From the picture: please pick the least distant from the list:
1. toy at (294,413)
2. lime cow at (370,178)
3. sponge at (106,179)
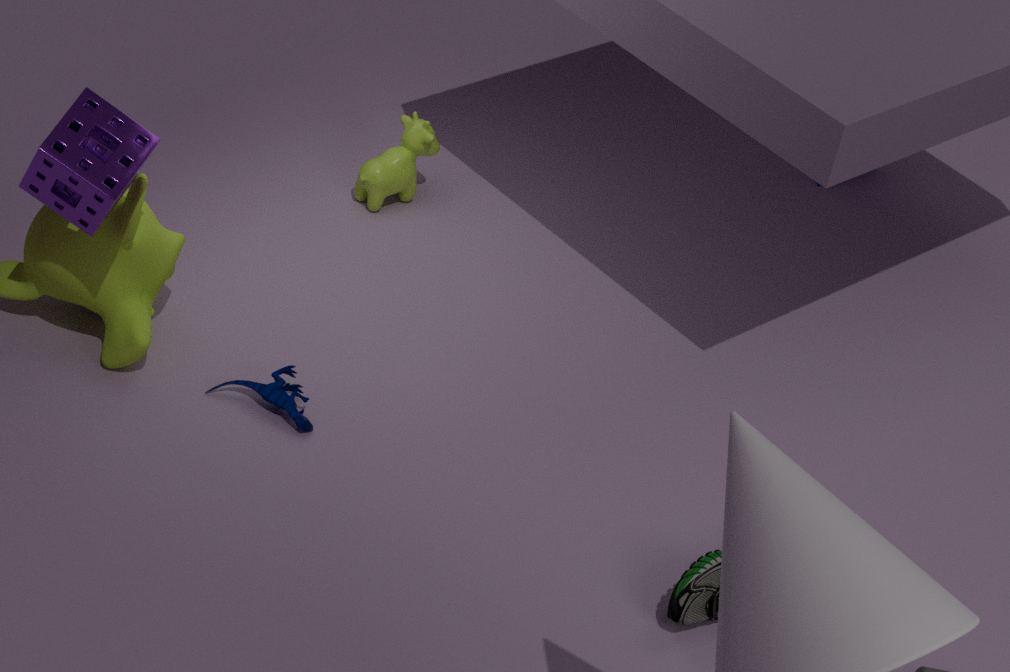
sponge at (106,179)
